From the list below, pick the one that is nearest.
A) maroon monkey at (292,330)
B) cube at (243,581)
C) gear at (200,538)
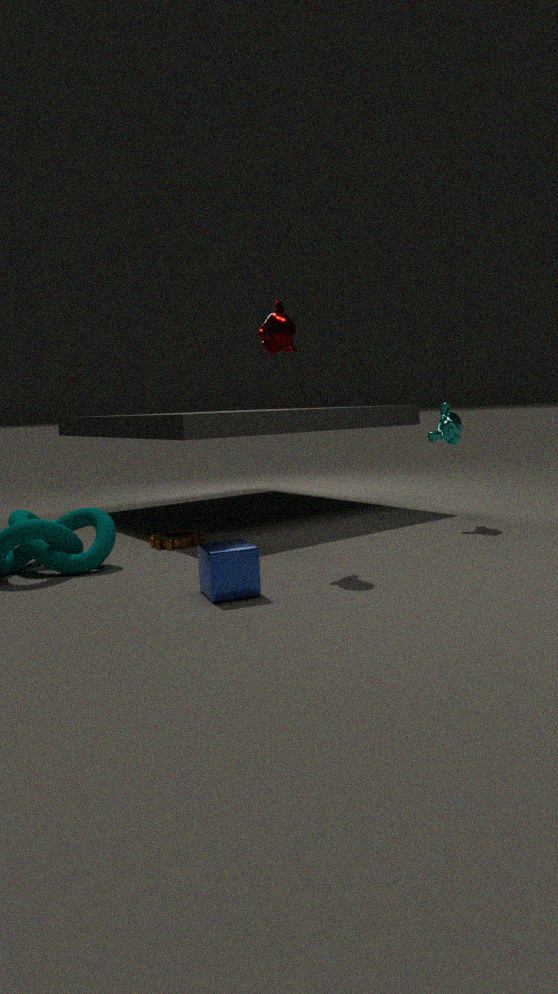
cube at (243,581)
